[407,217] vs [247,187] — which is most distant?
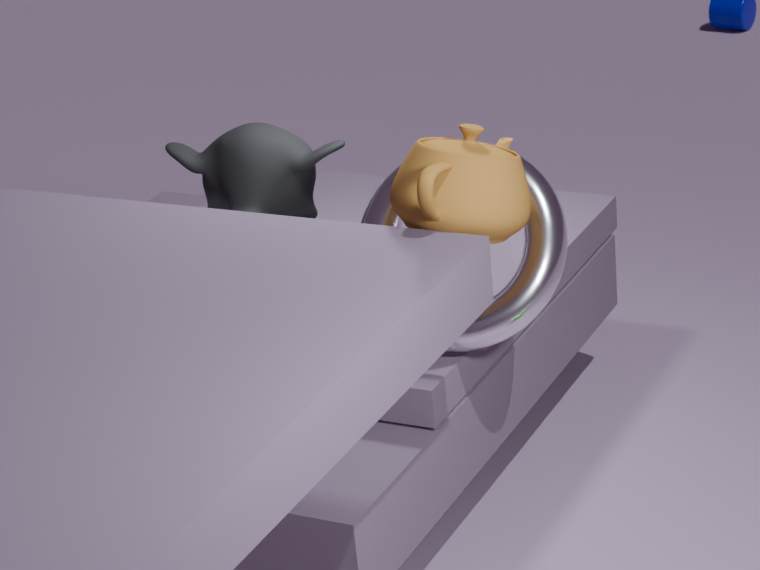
[247,187]
